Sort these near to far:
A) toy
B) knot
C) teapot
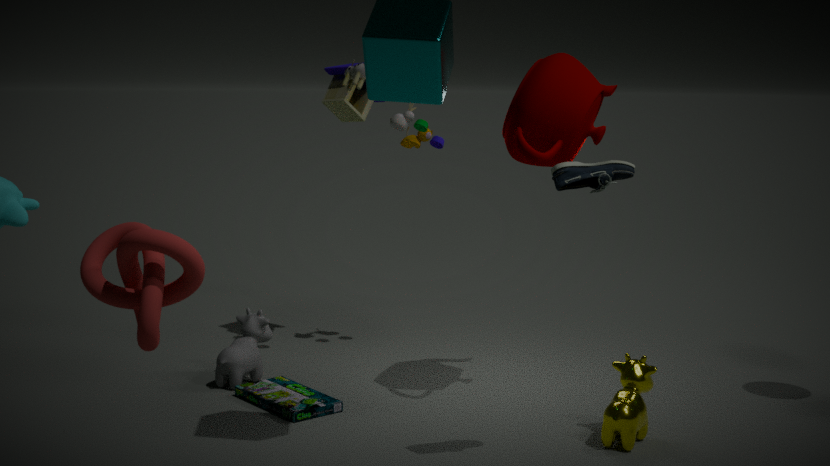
B. knot → C. teapot → A. toy
